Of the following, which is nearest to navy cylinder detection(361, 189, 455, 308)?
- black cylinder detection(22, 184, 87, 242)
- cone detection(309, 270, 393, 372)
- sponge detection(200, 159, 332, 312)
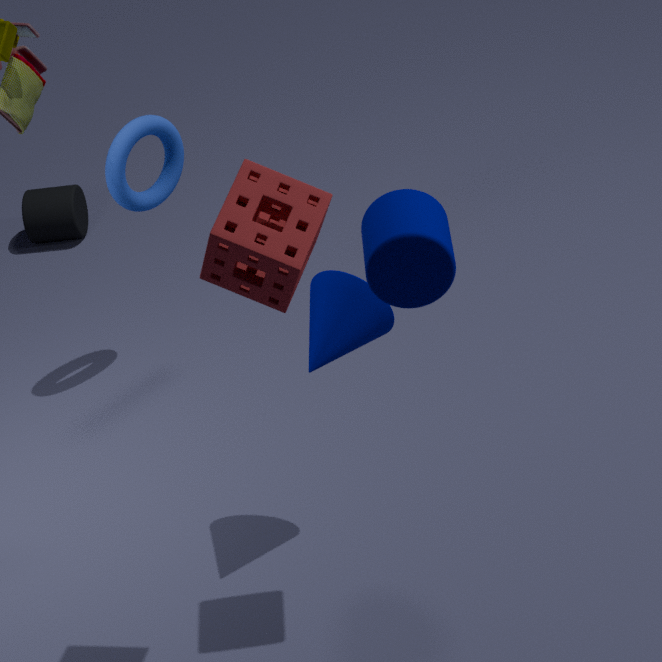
sponge detection(200, 159, 332, 312)
